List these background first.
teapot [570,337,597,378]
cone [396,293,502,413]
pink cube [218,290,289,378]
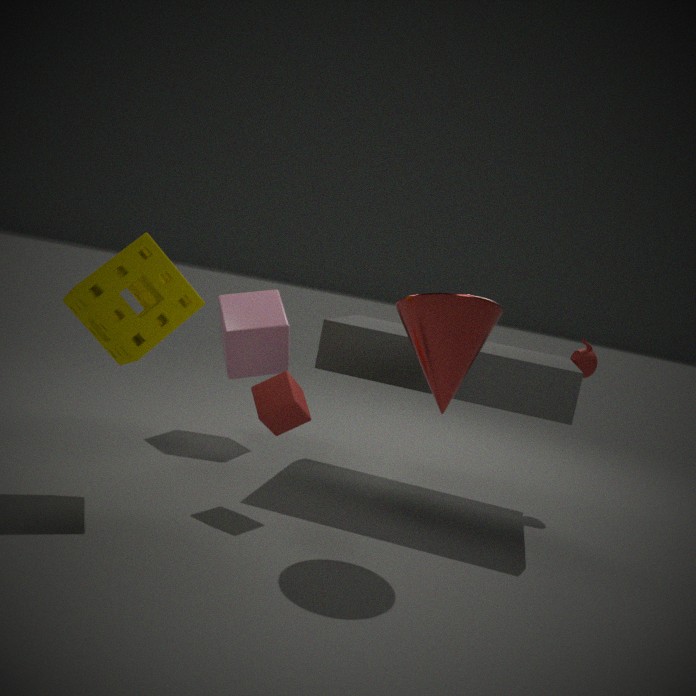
pink cube [218,290,289,378] → teapot [570,337,597,378] → cone [396,293,502,413]
